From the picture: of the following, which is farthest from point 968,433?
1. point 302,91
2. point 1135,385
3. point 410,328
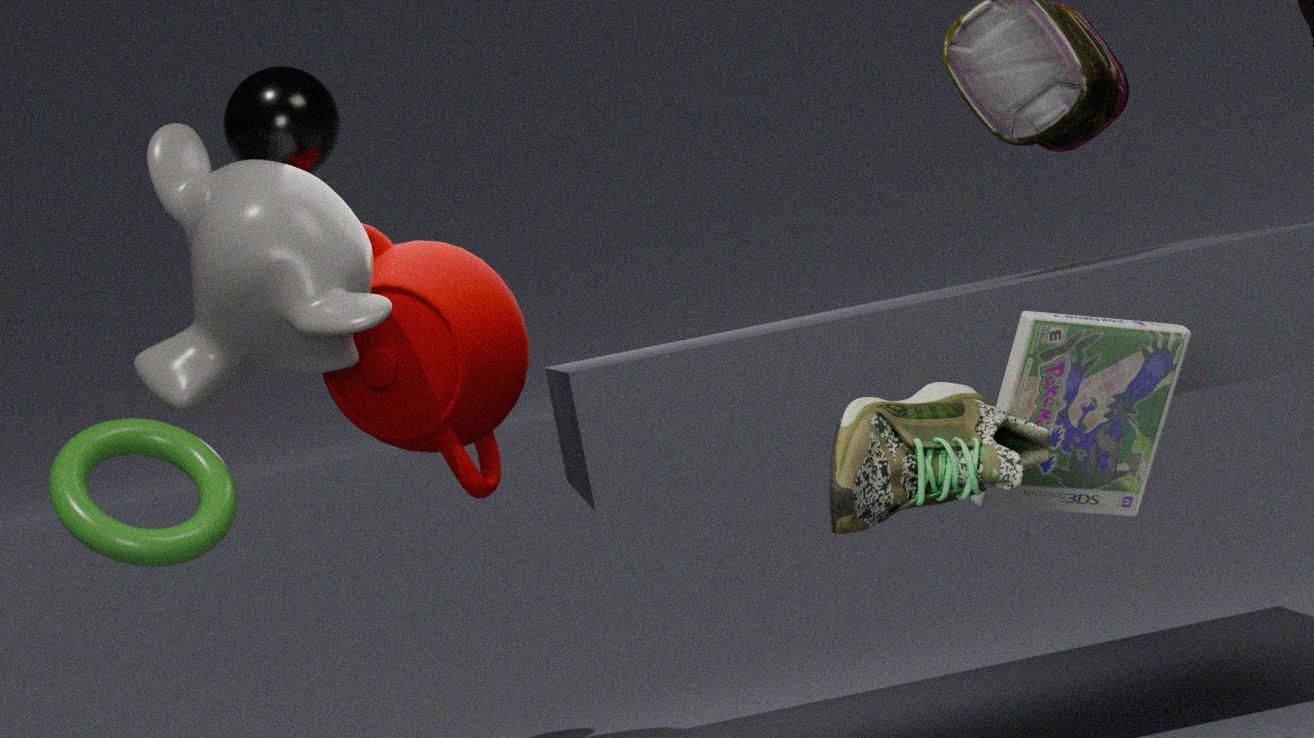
point 302,91
